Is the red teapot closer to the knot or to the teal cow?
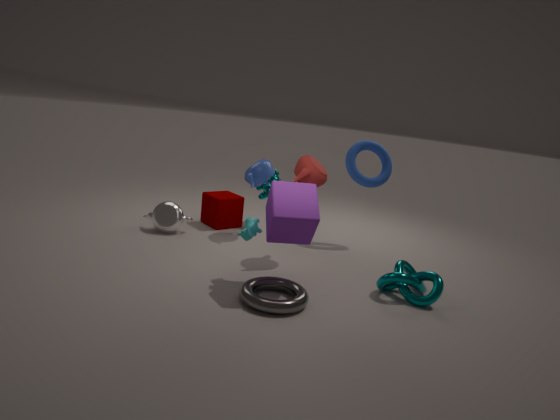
the teal cow
